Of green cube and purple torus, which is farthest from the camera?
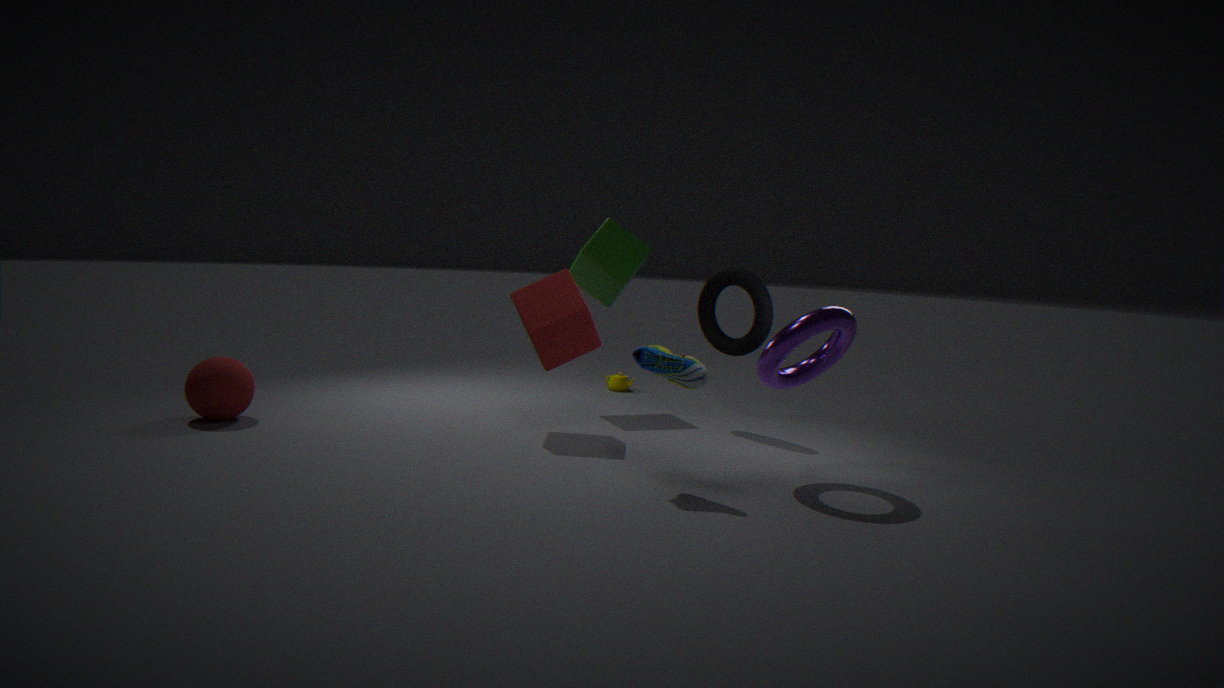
green cube
